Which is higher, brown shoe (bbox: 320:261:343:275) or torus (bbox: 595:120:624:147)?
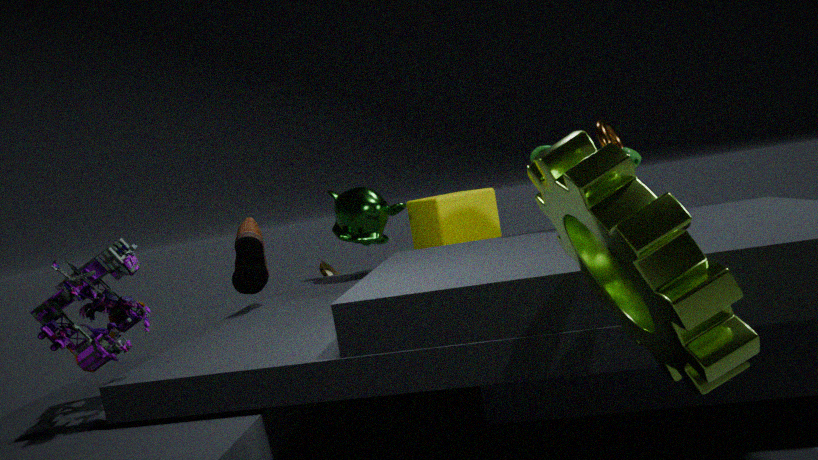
torus (bbox: 595:120:624:147)
